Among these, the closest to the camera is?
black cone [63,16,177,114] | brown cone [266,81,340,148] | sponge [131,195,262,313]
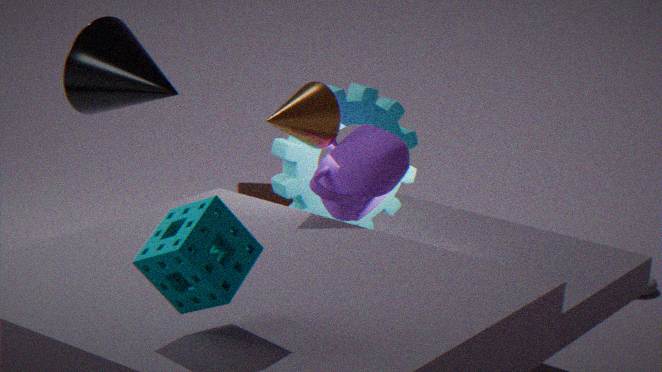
sponge [131,195,262,313]
